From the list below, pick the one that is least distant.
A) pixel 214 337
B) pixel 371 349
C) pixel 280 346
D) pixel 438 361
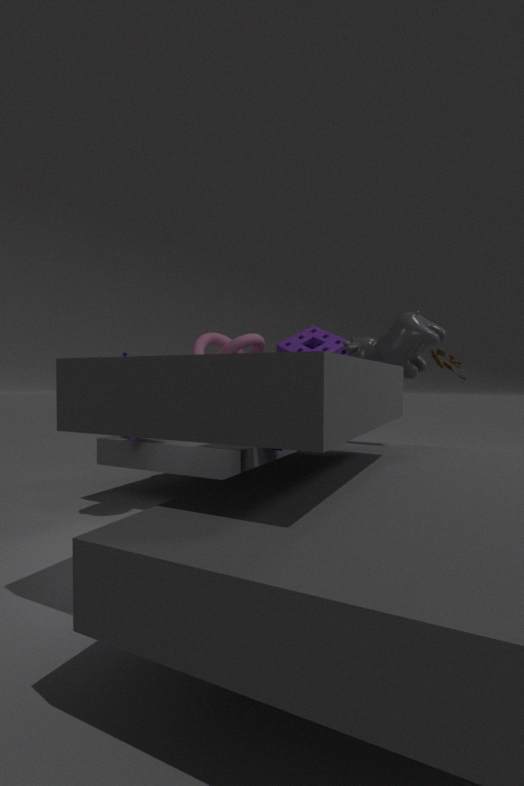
pixel 371 349
